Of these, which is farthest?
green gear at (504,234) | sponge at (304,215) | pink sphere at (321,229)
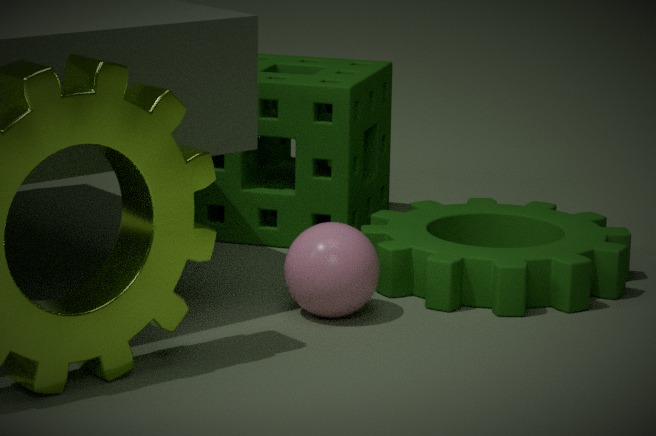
sponge at (304,215)
